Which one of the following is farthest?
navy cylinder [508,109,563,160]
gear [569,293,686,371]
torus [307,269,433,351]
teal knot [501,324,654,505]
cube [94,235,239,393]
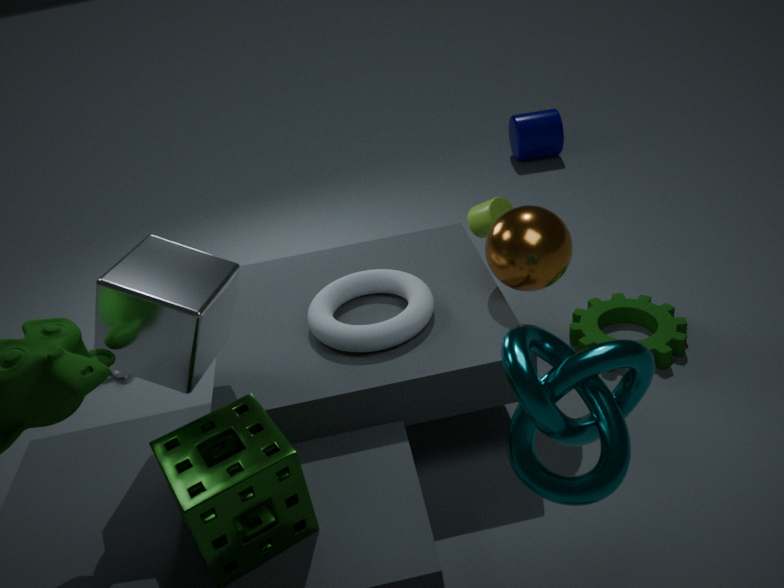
navy cylinder [508,109,563,160]
